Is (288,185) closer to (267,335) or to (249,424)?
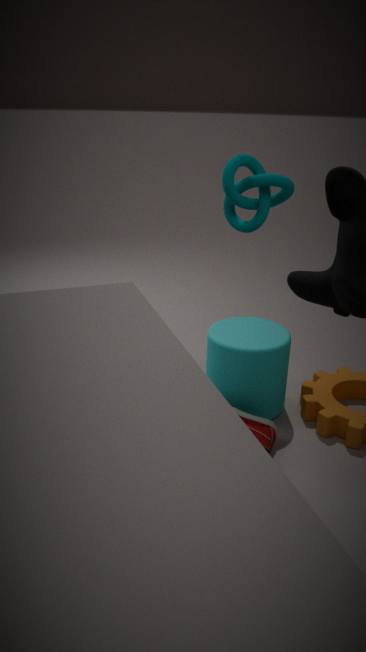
(267,335)
